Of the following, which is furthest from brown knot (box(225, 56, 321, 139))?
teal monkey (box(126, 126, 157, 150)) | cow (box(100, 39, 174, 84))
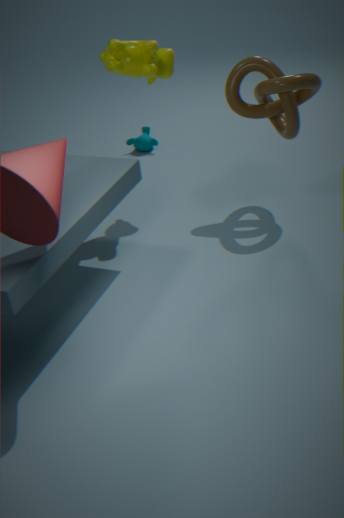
teal monkey (box(126, 126, 157, 150))
